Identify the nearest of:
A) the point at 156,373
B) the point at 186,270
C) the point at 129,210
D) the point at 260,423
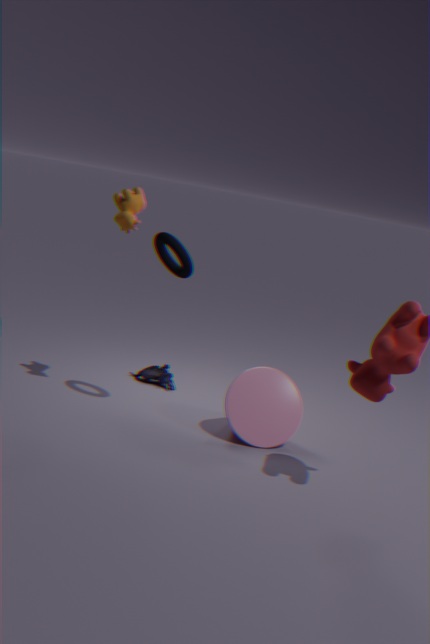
the point at 186,270
